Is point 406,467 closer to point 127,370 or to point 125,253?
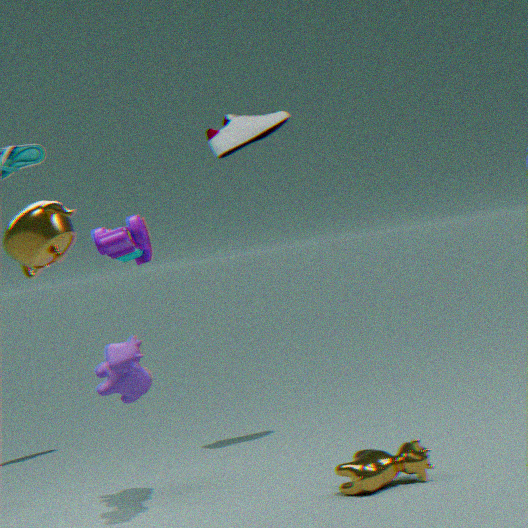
point 127,370
